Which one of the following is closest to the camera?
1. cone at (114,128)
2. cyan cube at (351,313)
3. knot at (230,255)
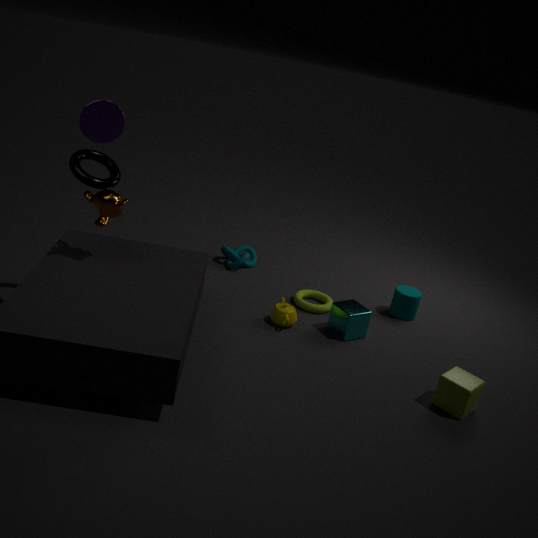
cone at (114,128)
